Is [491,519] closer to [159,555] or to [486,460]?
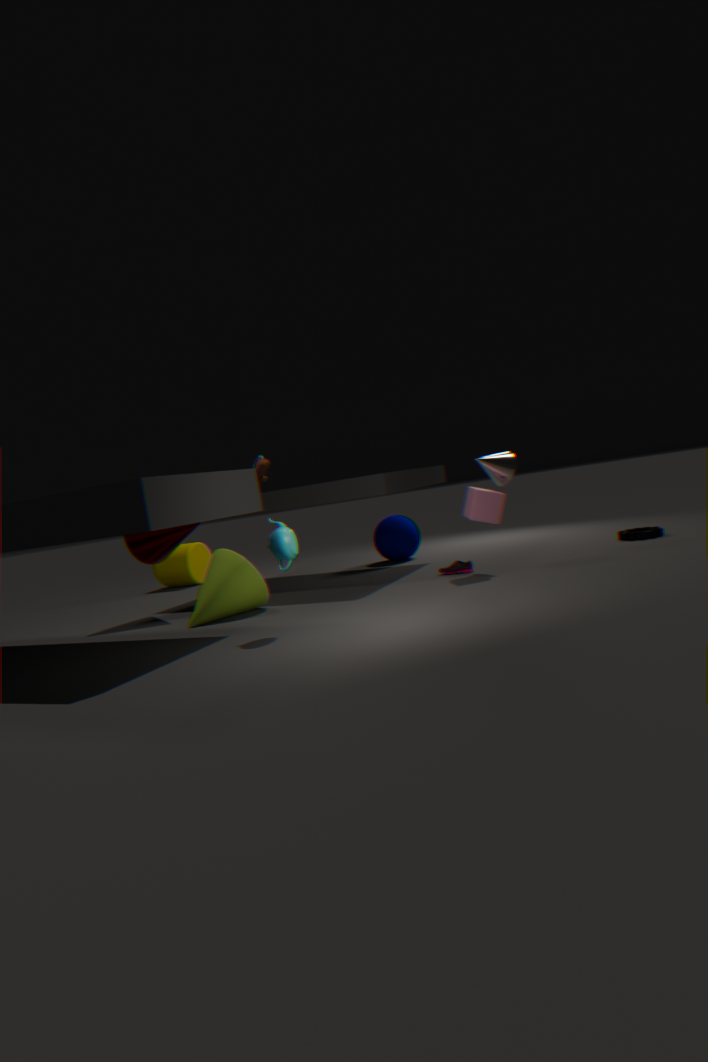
[486,460]
